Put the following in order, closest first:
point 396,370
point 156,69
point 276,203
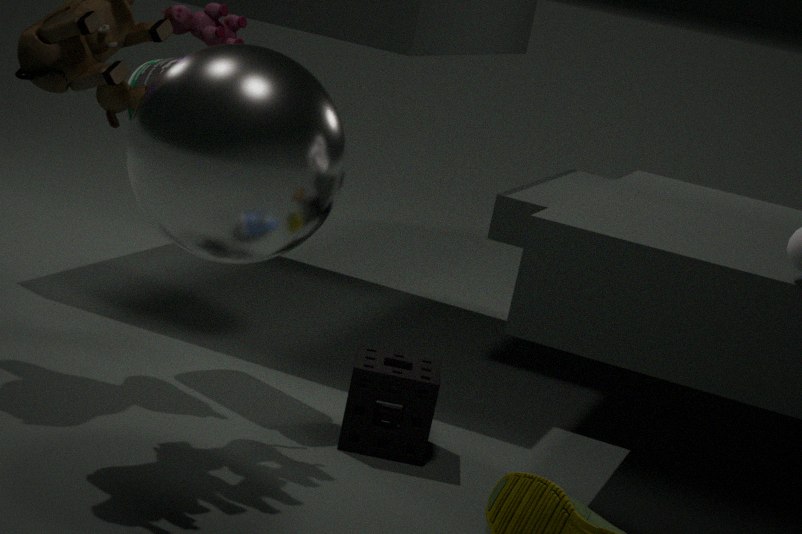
1. point 276,203
2. point 396,370
3. point 156,69
